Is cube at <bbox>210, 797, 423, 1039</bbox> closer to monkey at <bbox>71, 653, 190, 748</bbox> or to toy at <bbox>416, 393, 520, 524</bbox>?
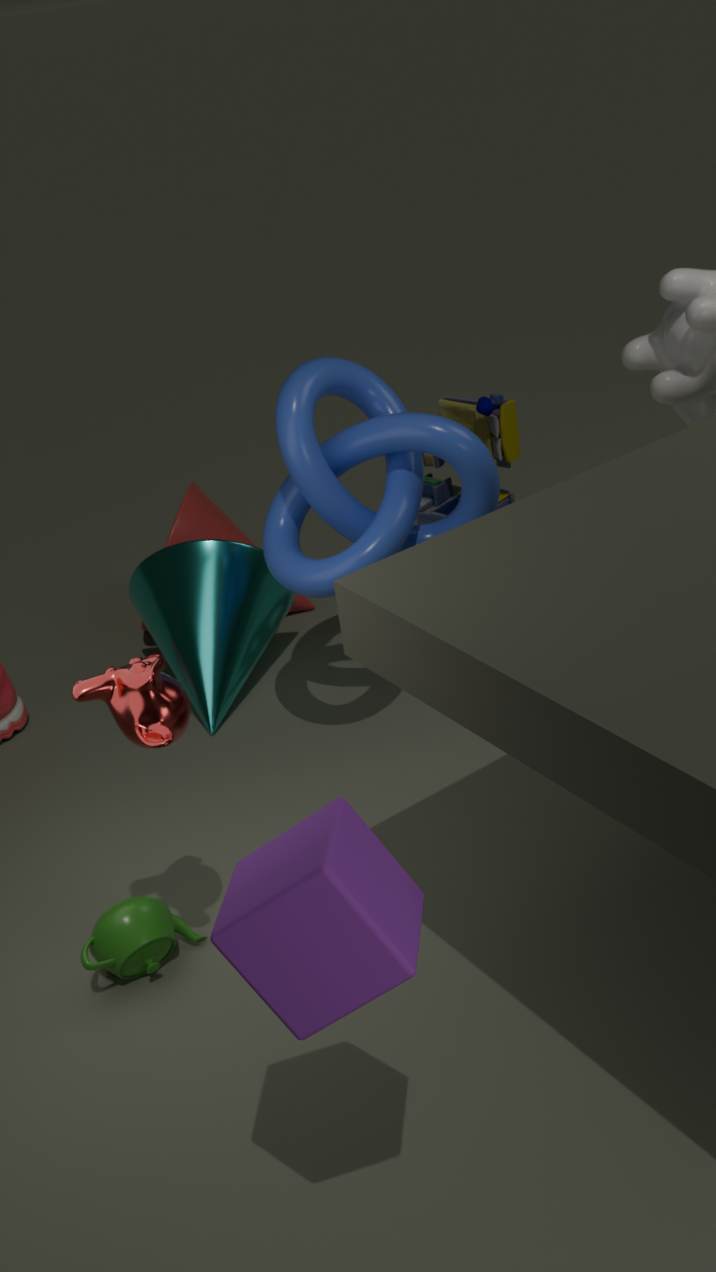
monkey at <bbox>71, 653, 190, 748</bbox>
